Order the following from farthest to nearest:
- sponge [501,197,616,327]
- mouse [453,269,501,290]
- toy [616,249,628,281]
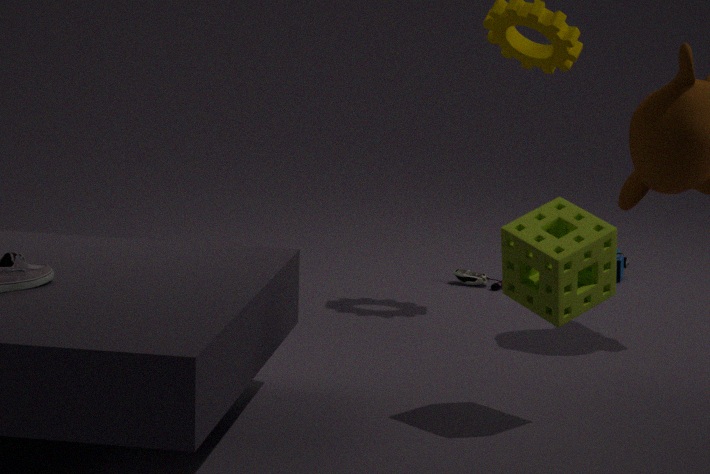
1. toy [616,249,628,281]
2. mouse [453,269,501,290]
3. sponge [501,197,616,327]
